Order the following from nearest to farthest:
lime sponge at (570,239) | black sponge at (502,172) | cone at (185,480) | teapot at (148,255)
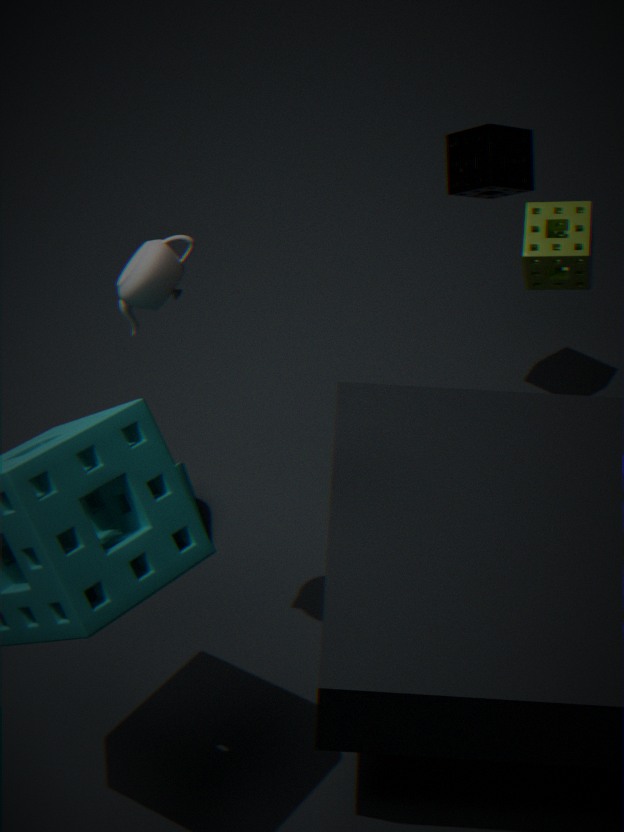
teapot at (148,255)
lime sponge at (570,239)
cone at (185,480)
black sponge at (502,172)
